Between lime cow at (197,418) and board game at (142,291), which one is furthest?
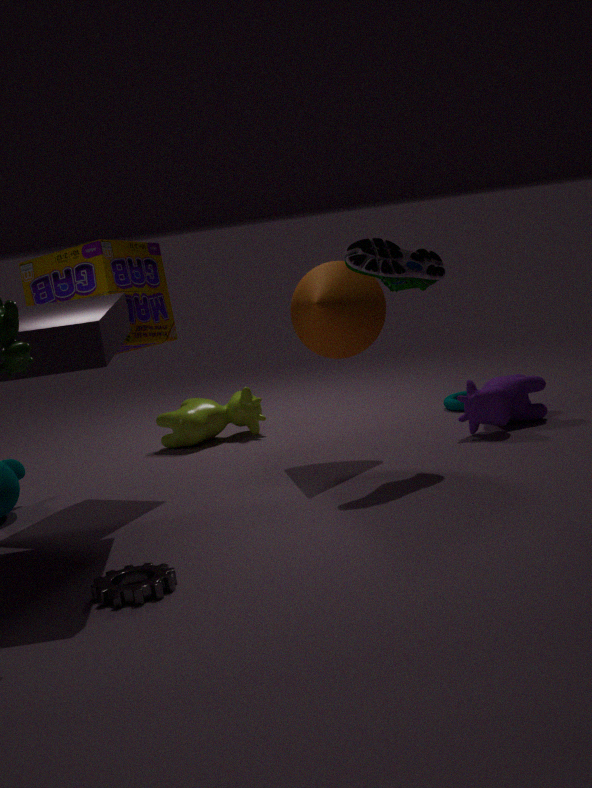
lime cow at (197,418)
